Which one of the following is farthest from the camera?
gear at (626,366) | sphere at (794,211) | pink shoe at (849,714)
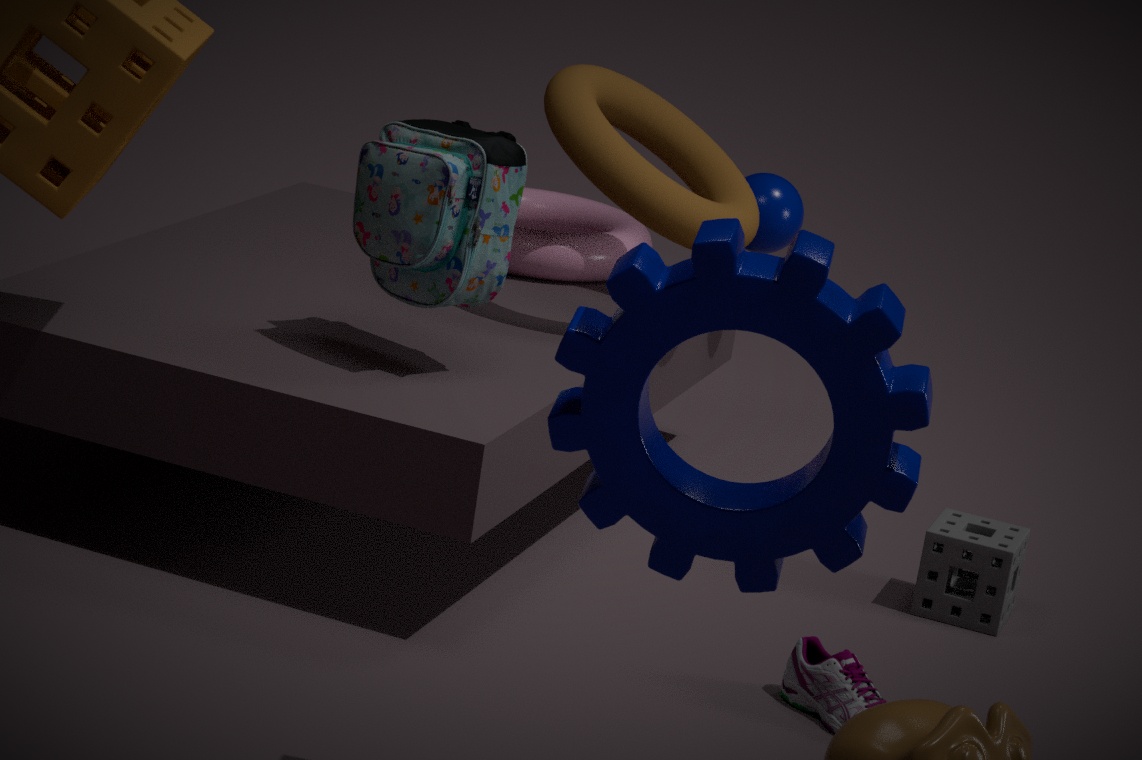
sphere at (794,211)
